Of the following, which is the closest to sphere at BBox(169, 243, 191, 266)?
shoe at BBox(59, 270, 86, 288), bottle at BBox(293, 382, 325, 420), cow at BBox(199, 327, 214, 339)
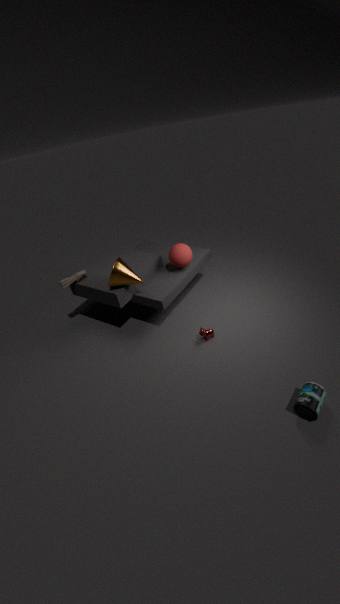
cow at BBox(199, 327, 214, 339)
